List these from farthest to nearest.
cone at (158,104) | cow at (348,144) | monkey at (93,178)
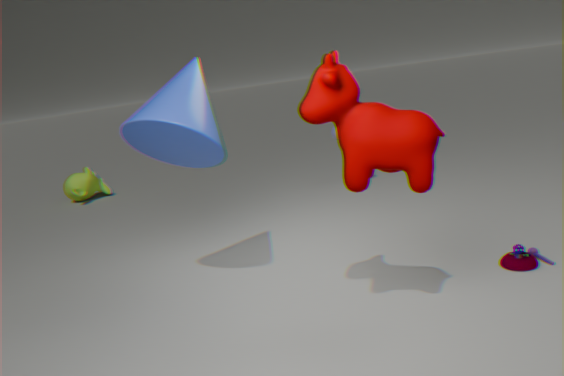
monkey at (93,178) < cone at (158,104) < cow at (348,144)
